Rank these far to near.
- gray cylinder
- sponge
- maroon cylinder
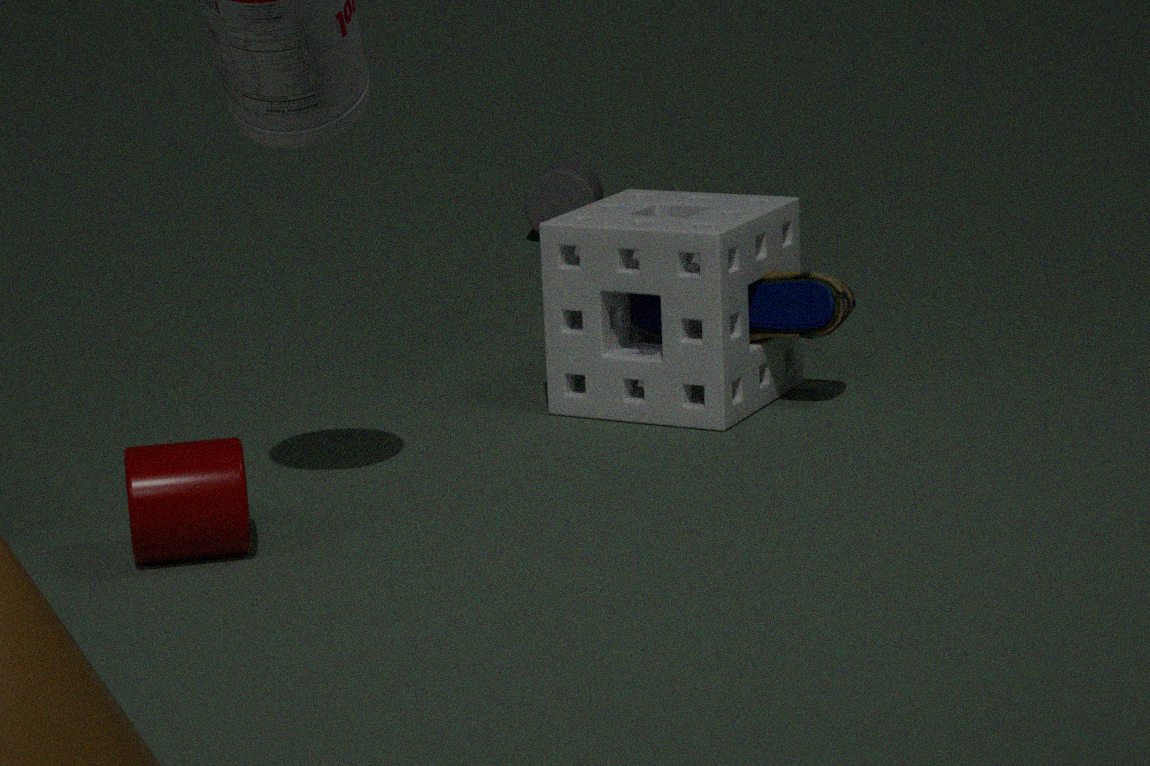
1. gray cylinder
2. sponge
3. maroon cylinder
